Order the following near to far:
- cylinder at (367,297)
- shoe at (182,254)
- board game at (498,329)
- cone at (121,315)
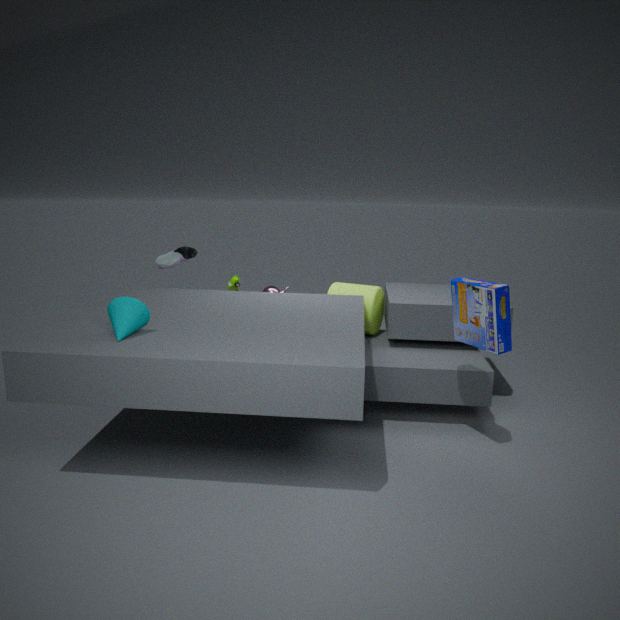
cone at (121,315)
board game at (498,329)
cylinder at (367,297)
shoe at (182,254)
